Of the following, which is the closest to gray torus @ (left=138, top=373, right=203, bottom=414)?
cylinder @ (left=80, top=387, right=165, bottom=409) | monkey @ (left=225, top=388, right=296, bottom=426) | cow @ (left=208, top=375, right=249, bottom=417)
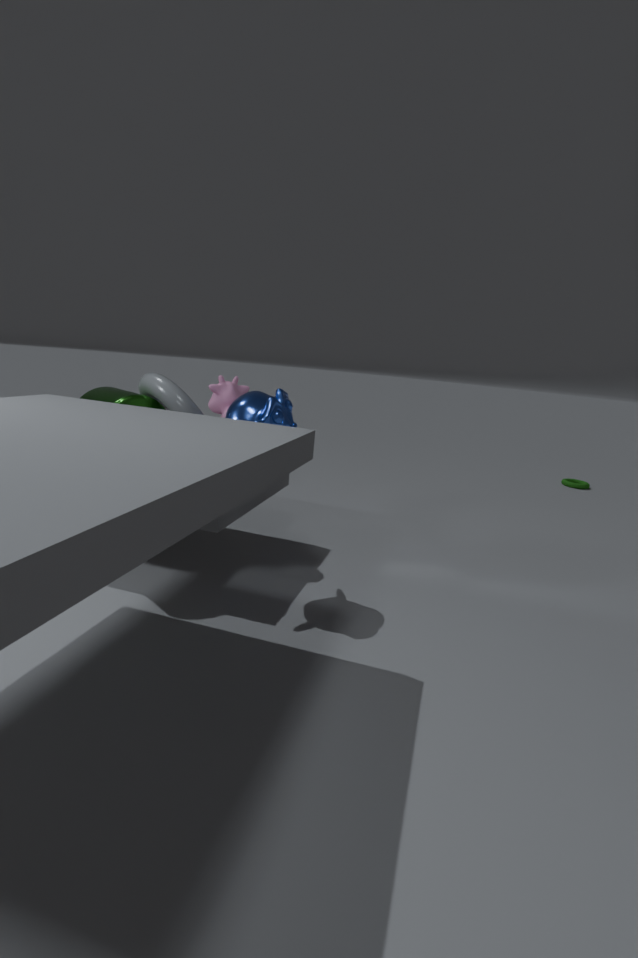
cylinder @ (left=80, top=387, right=165, bottom=409)
